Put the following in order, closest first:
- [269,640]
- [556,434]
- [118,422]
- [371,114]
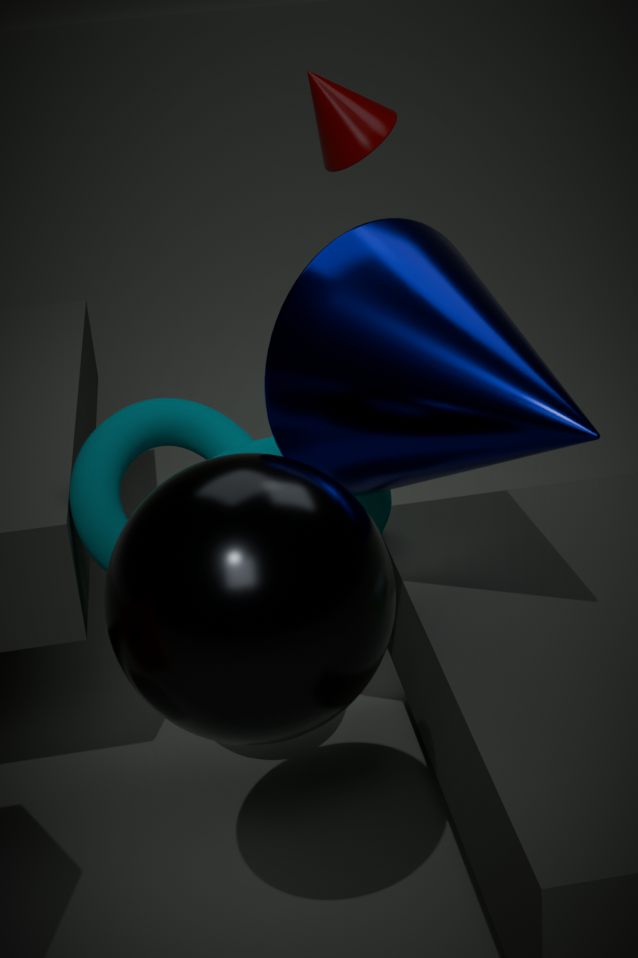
[269,640]
[556,434]
[118,422]
[371,114]
